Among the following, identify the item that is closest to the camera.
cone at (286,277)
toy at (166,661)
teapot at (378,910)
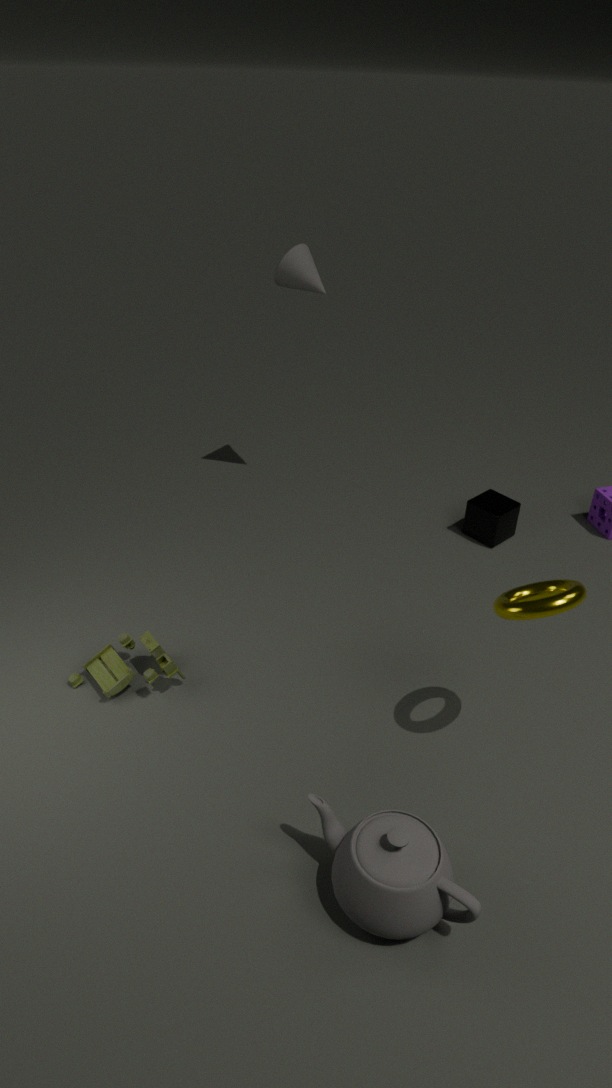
teapot at (378,910)
